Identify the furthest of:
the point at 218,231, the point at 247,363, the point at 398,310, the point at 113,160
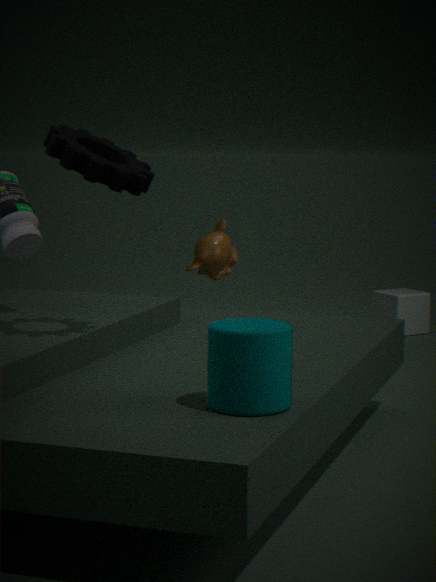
the point at 398,310
